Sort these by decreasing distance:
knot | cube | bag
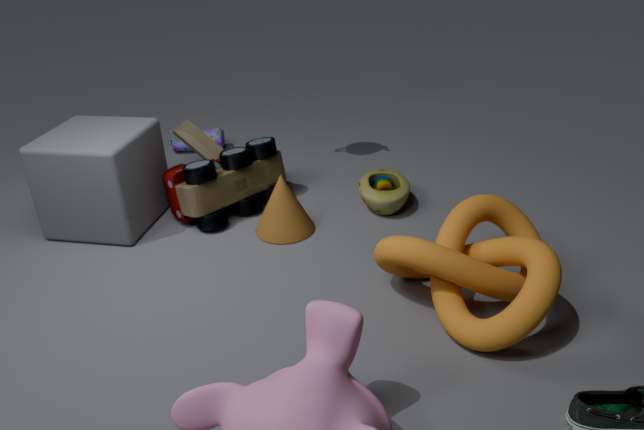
bag, cube, knot
